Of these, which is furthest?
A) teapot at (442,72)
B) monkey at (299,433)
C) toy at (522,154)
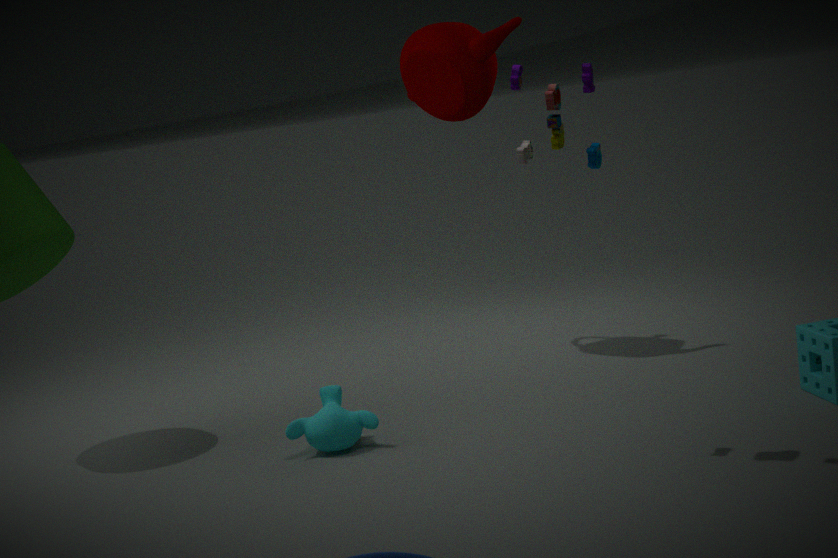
teapot at (442,72)
